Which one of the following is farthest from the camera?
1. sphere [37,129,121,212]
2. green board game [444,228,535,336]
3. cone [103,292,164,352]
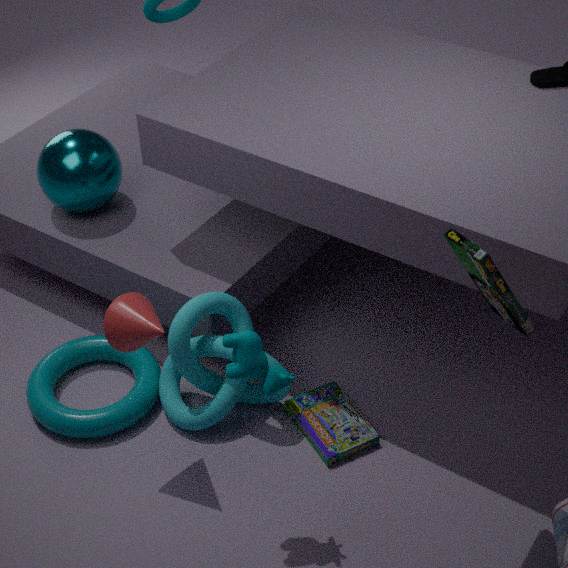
sphere [37,129,121,212]
